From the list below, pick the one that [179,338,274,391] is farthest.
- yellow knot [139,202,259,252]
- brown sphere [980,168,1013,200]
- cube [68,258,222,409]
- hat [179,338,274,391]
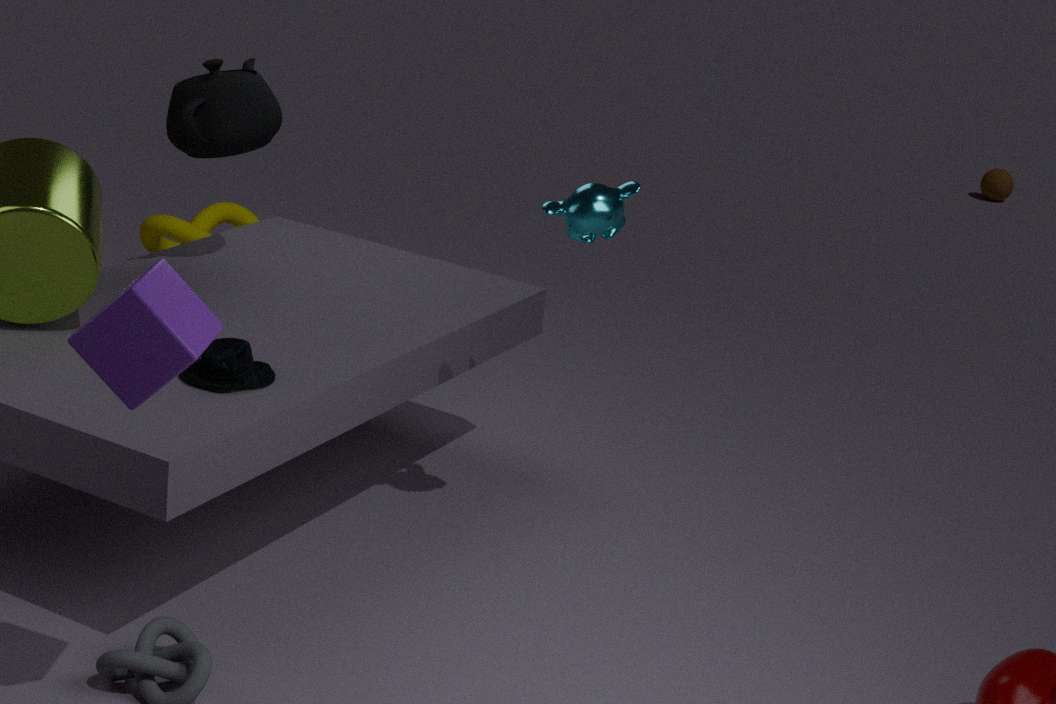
brown sphere [980,168,1013,200]
